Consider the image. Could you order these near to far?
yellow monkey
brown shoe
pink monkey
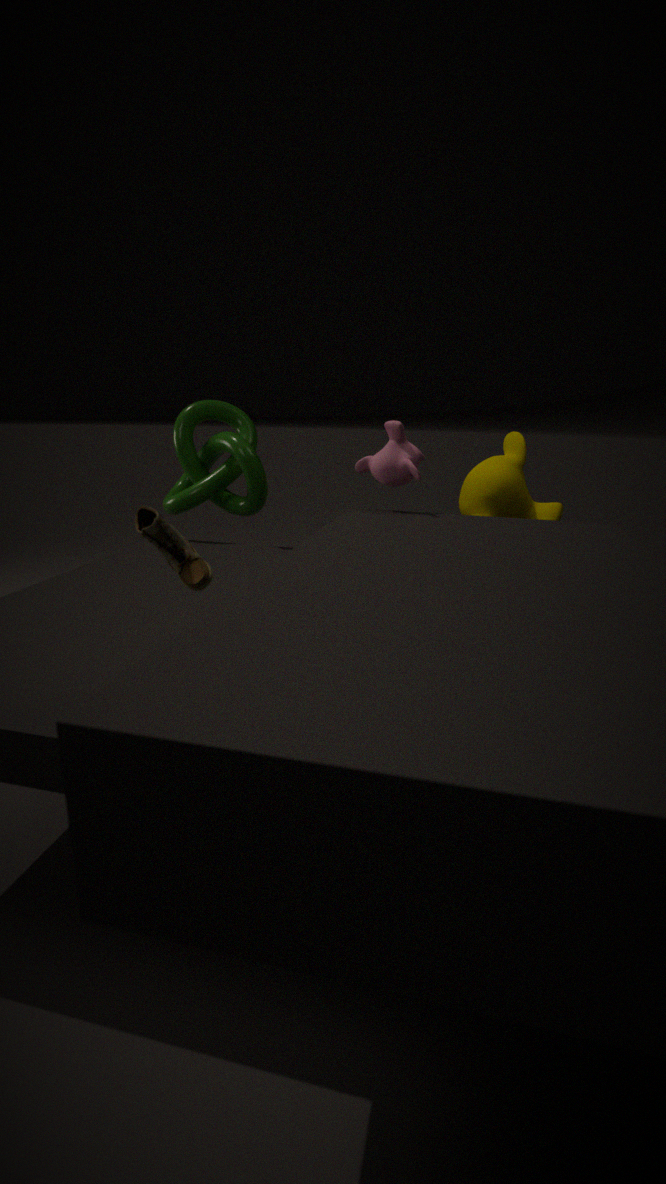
brown shoe, pink monkey, yellow monkey
